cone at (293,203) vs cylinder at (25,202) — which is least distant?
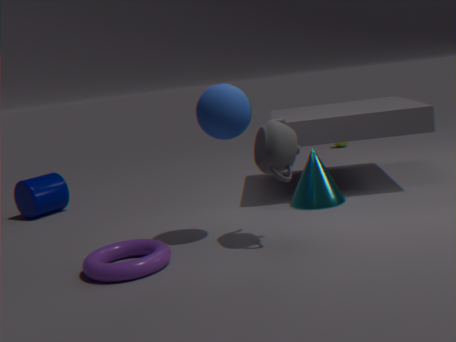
cone at (293,203)
